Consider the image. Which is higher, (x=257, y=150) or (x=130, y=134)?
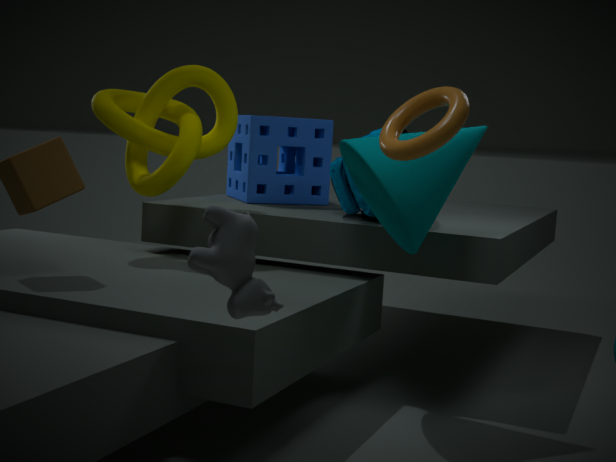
(x=130, y=134)
